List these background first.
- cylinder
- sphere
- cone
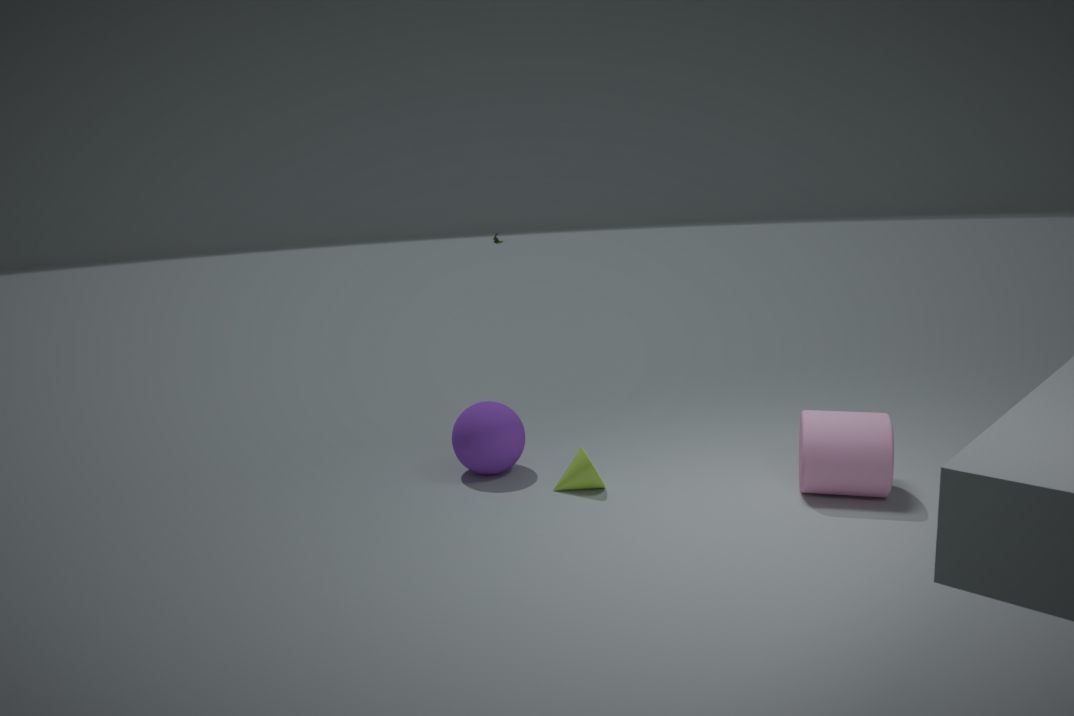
sphere → cone → cylinder
